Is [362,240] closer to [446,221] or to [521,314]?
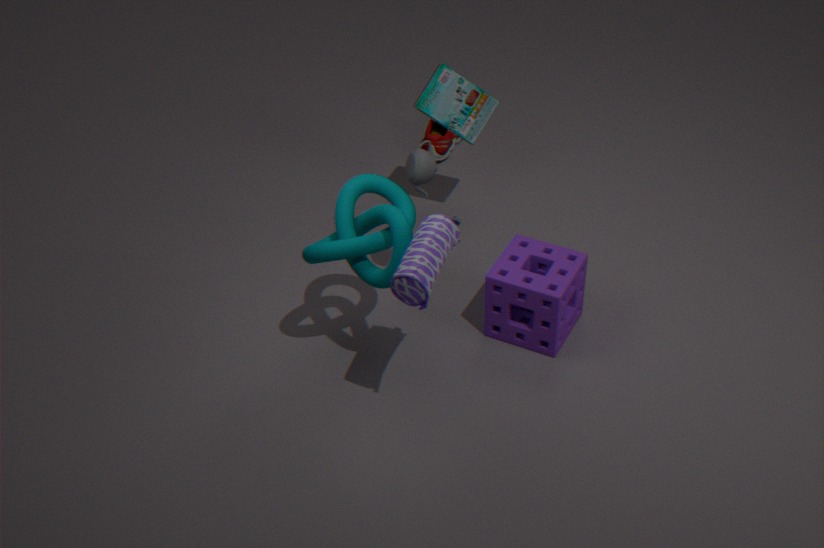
[446,221]
